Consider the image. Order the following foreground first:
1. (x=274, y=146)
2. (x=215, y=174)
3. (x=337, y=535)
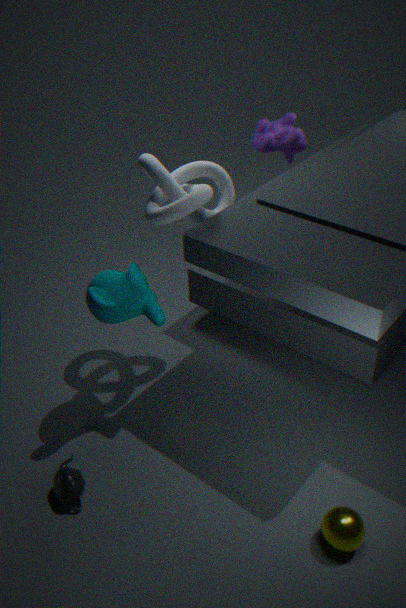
1. (x=337, y=535)
2. (x=215, y=174)
3. (x=274, y=146)
